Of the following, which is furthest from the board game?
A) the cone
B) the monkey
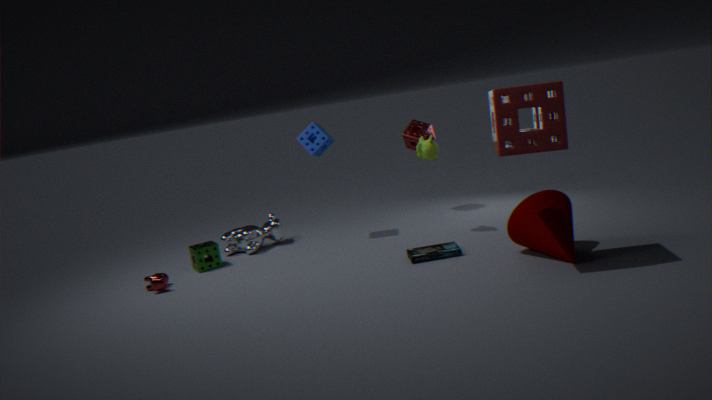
the monkey
